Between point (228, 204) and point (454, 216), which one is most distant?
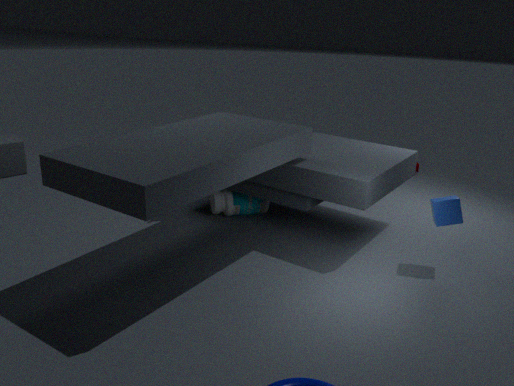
point (228, 204)
